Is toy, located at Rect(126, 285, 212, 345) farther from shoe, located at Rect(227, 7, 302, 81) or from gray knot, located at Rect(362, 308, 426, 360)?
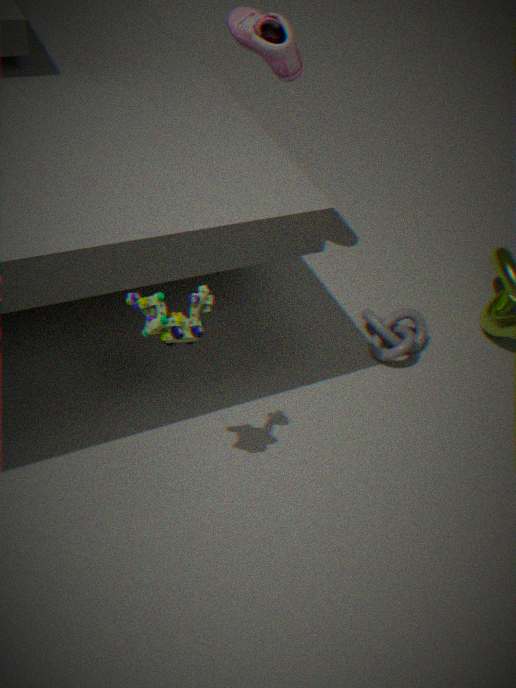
shoe, located at Rect(227, 7, 302, 81)
